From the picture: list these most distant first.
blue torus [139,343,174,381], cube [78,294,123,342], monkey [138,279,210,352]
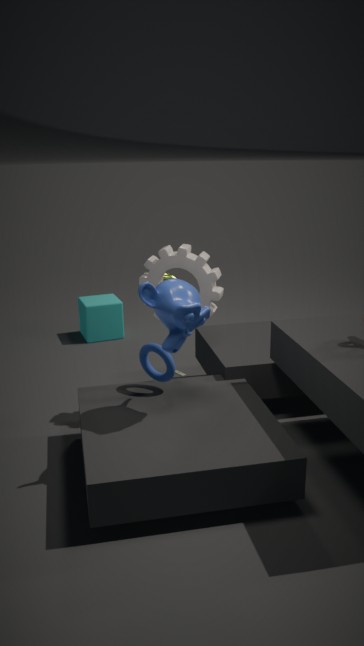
cube [78,294,123,342] → blue torus [139,343,174,381] → monkey [138,279,210,352]
